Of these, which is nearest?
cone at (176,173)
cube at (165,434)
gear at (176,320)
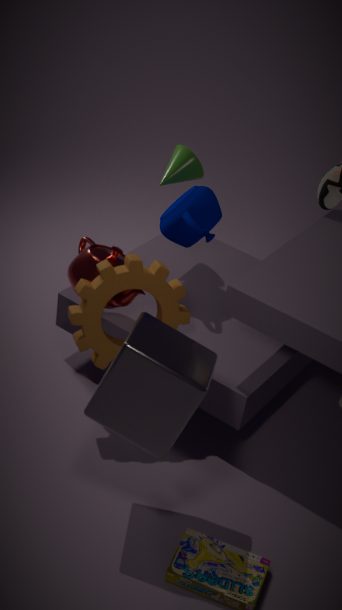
cube at (165,434)
